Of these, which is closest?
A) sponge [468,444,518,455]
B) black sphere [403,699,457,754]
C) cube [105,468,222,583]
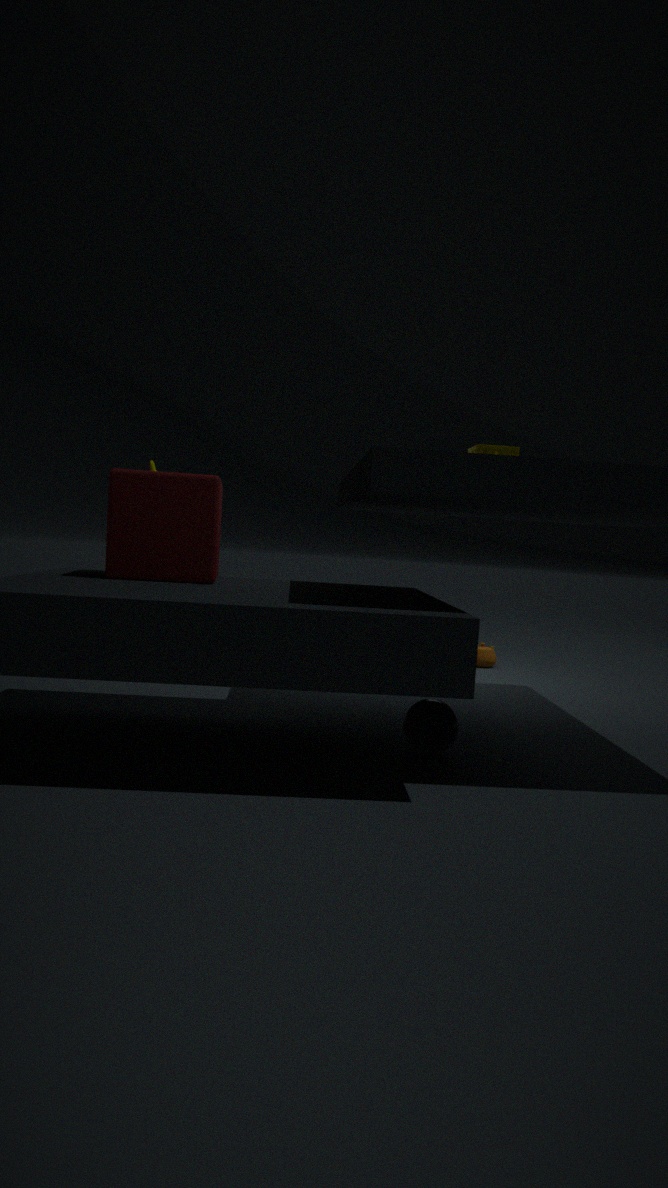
black sphere [403,699,457,754]
